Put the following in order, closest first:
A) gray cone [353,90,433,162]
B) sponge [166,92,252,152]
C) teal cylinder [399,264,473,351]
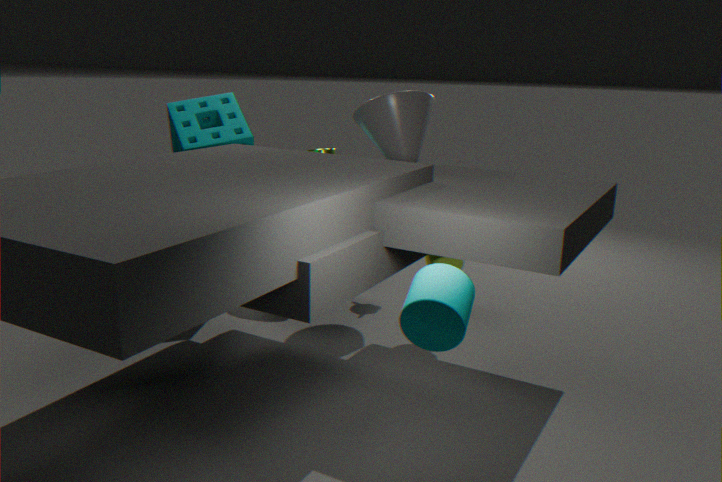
teal cylinder [399,264,473,351], gray cone [353,90,433,162], sponge [166,92,252,152]
